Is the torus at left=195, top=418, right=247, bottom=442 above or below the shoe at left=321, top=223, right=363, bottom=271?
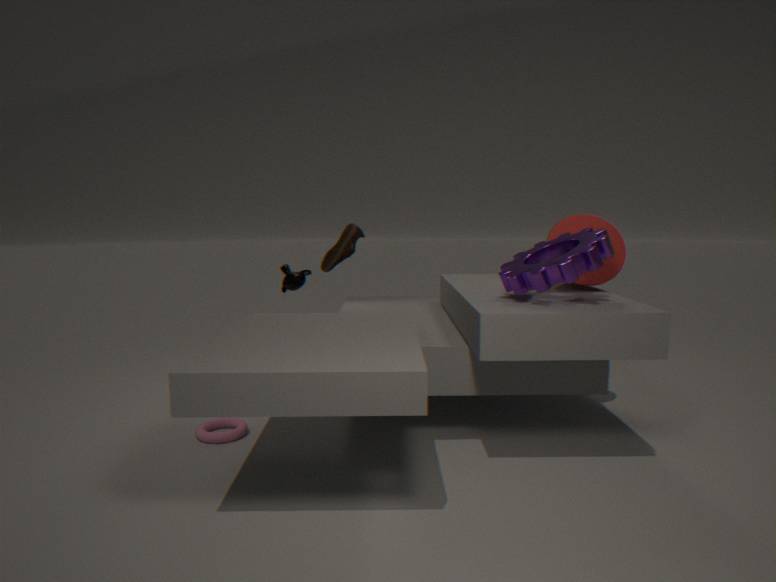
below
